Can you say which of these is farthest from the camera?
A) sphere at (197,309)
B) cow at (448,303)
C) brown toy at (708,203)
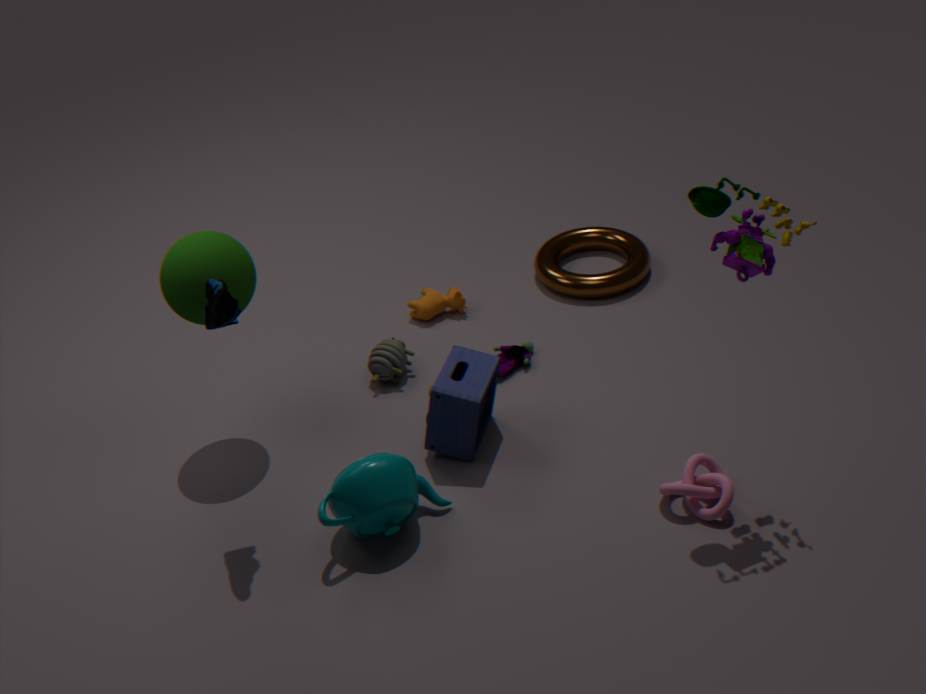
cow at (448,303)
